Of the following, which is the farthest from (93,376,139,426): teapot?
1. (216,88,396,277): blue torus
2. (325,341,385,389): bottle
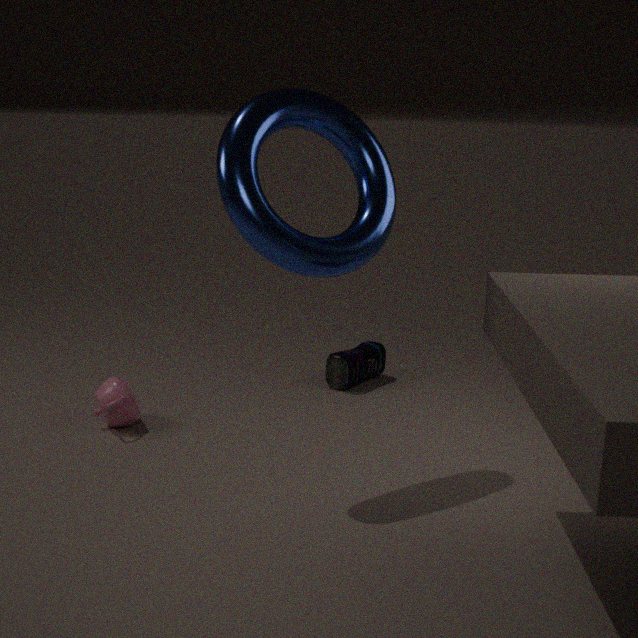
(216,88,396,277): blue torus
